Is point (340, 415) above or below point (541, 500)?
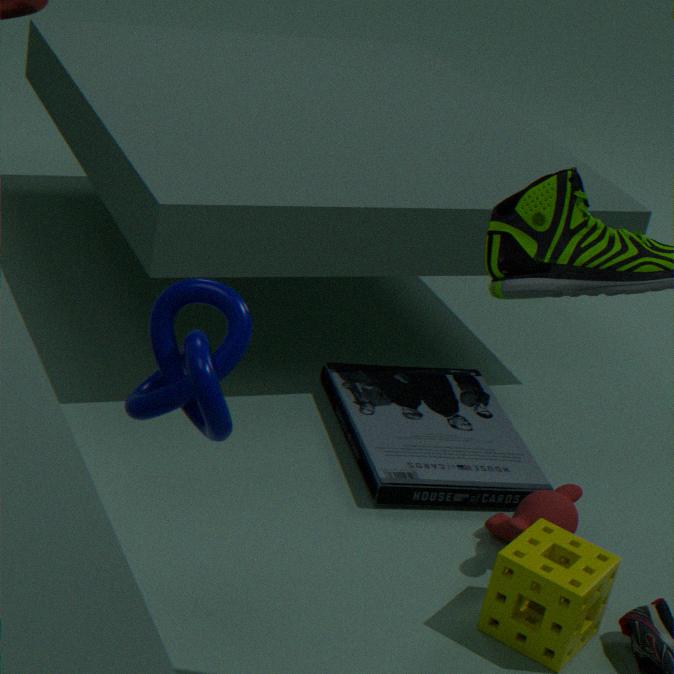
below
